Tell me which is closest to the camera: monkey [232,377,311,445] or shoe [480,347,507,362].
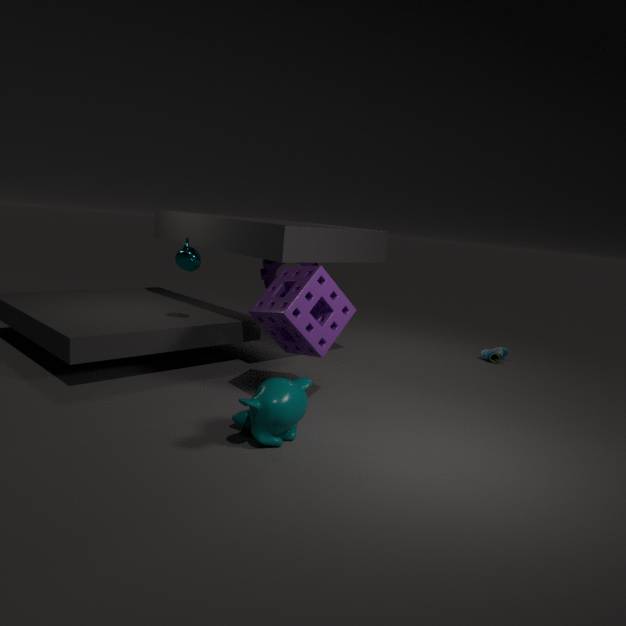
monkey [232,377,311,445]
